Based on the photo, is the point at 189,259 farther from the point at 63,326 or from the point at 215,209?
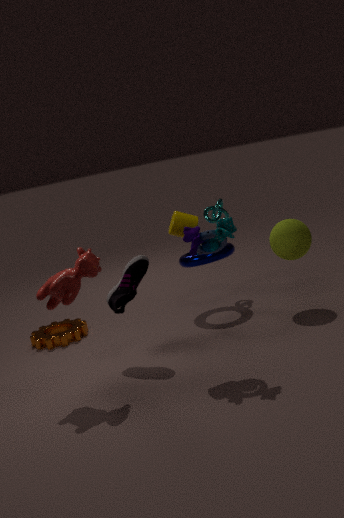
Answer: the point at 63,326
